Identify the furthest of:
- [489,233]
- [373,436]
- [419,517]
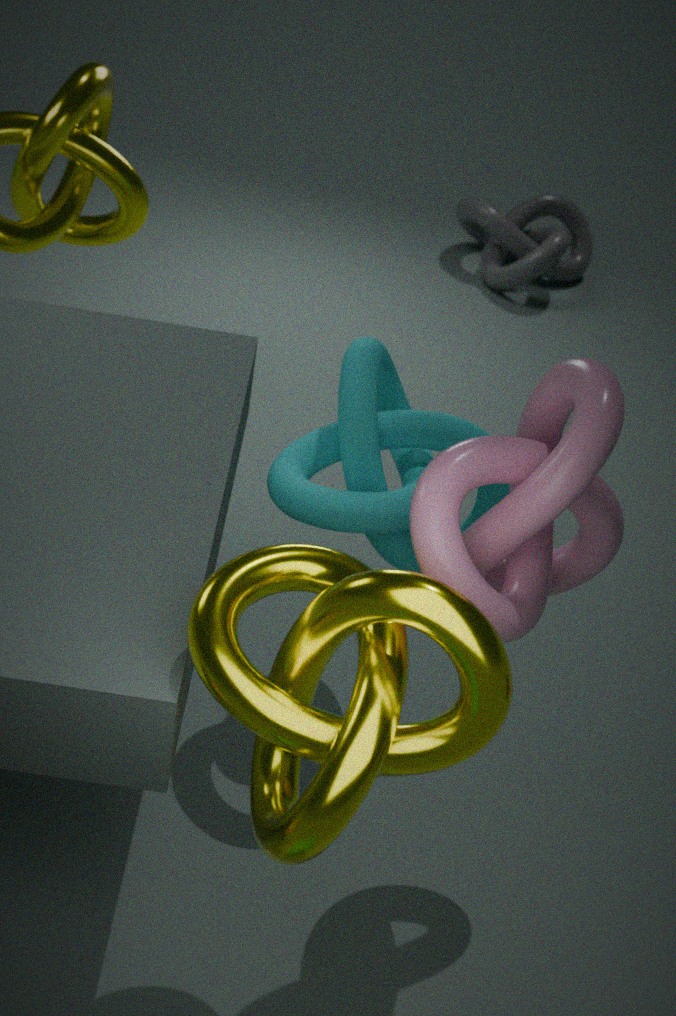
[489,233]
